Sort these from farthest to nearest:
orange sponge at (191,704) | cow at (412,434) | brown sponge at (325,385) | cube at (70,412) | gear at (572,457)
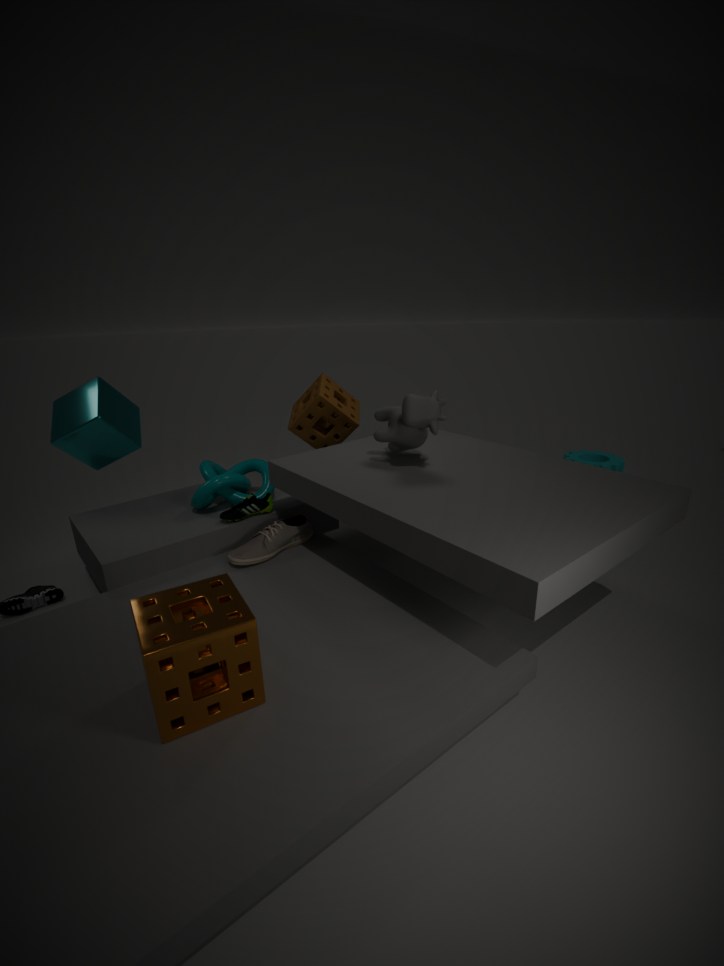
gear at (572,457)
brown sponge at (325,385)
cube at (70,412)
cow at (412,434)
orange sponge at (191,704)
